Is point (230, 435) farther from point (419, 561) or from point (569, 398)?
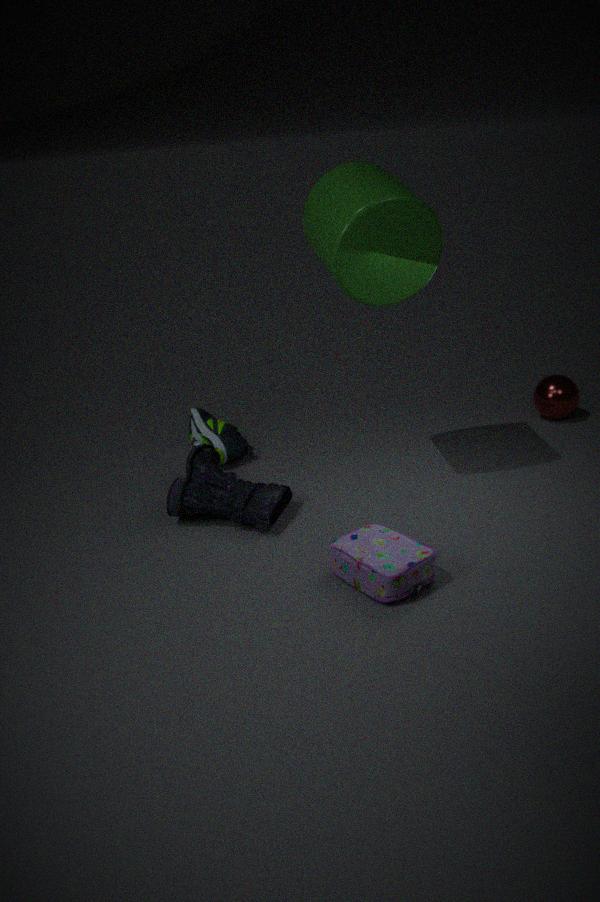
point (569, 398)
